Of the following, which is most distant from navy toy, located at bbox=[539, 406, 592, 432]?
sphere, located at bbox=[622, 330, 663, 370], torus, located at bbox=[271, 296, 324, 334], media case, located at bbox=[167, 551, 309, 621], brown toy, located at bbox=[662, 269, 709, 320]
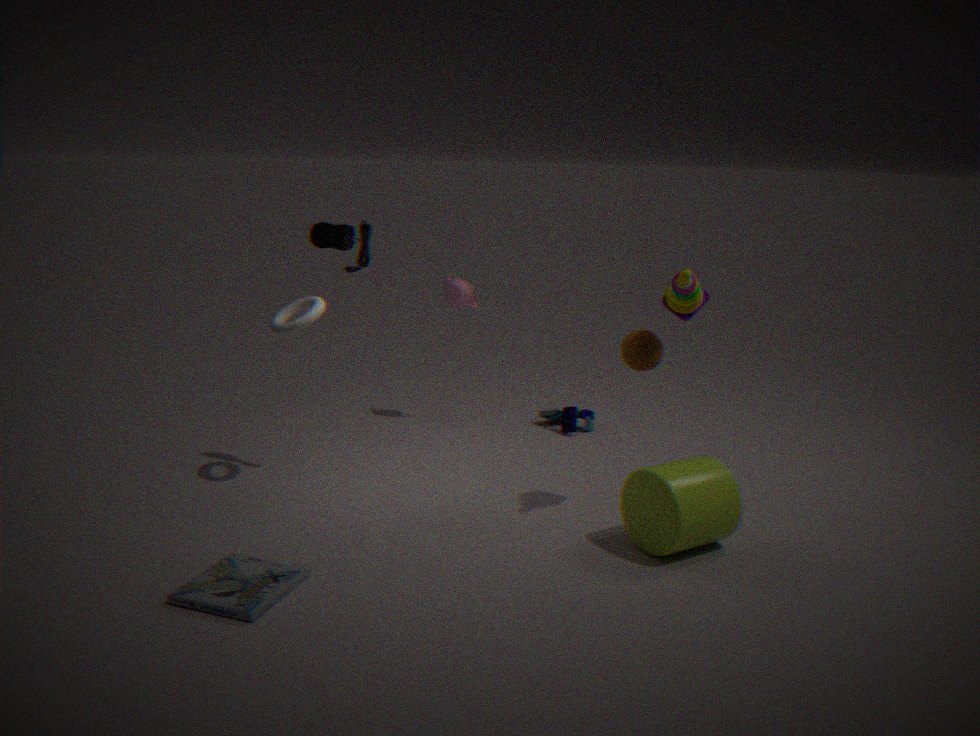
media case, located at bbox=[167, 551, 309, 621]
